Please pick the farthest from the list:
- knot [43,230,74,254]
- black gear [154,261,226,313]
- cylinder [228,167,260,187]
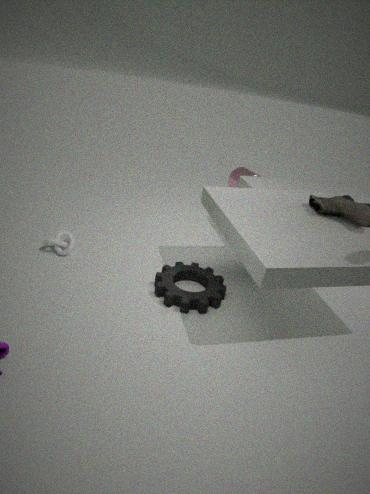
cylinder [228,167,260,187]
